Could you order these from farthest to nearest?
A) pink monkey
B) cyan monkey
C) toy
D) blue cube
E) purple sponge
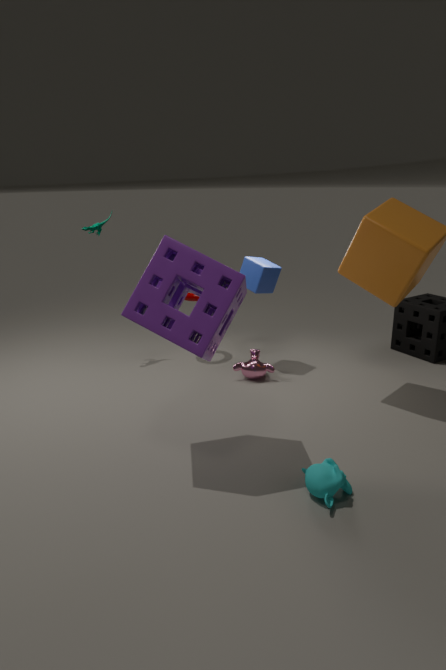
toy
blue cube
pink monkey
cyan monkey
purple sponge
